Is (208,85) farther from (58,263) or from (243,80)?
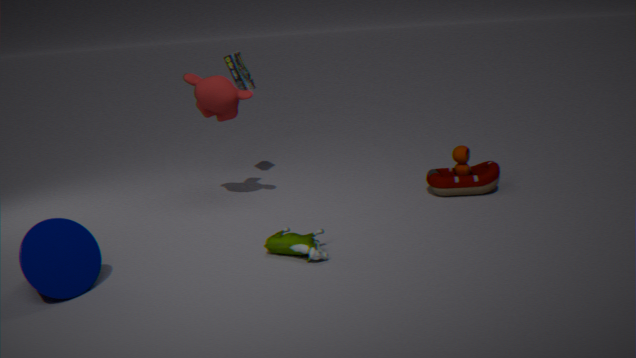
(58,263)
